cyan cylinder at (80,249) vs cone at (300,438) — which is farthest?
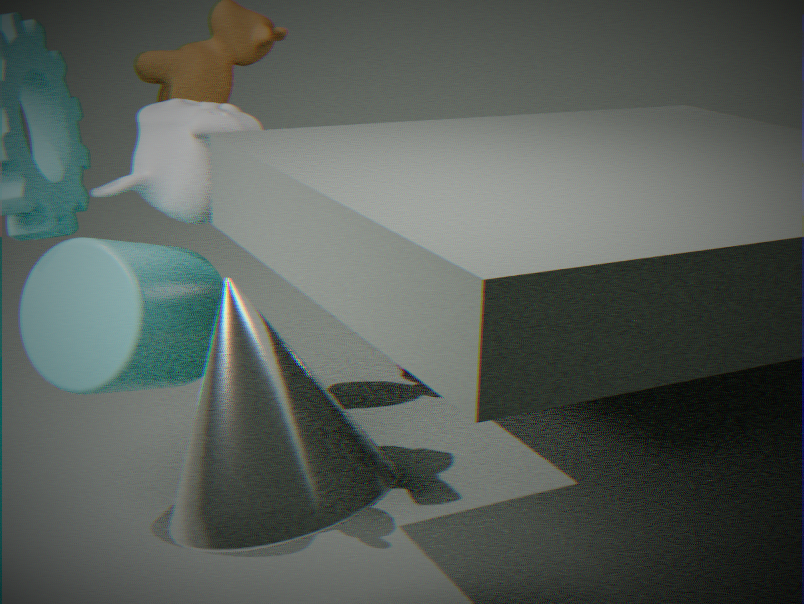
cyan cylinder at (80,249)
